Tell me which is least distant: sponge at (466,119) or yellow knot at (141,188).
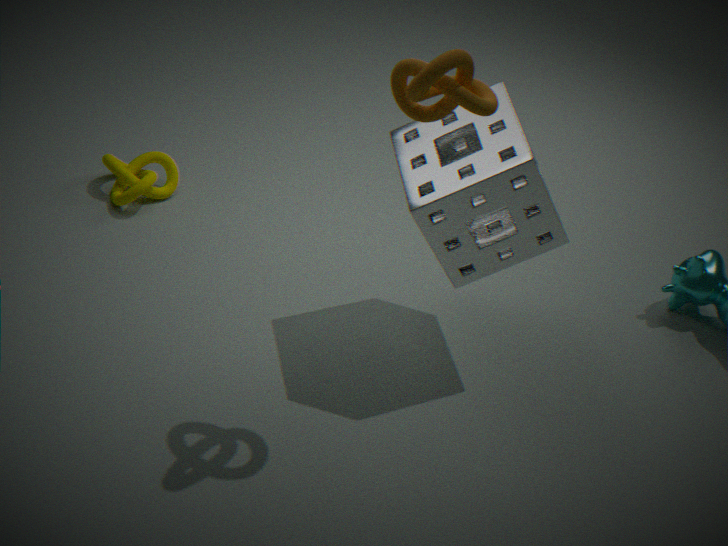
sponge at (466,119)
